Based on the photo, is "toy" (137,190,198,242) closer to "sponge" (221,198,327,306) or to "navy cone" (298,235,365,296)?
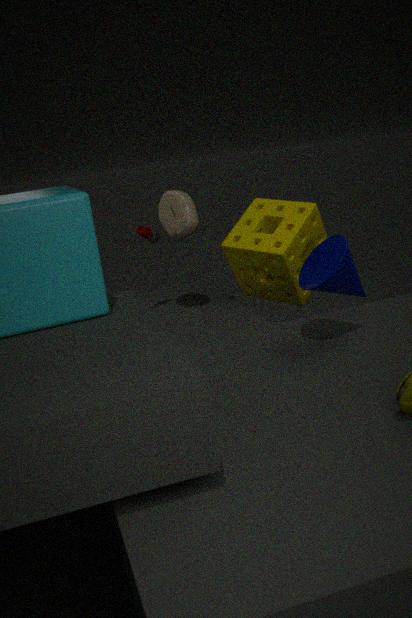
"sponge" (221,198,327,306)
